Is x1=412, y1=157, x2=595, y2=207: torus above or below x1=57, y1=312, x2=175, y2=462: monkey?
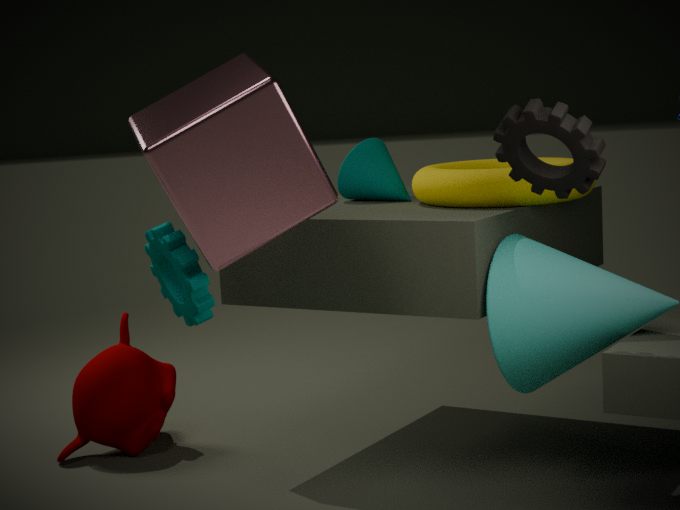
above
